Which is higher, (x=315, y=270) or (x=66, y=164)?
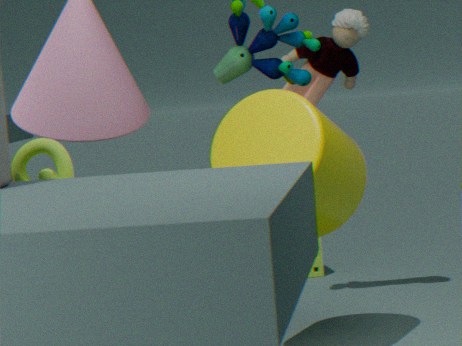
(x=66, y=164)
